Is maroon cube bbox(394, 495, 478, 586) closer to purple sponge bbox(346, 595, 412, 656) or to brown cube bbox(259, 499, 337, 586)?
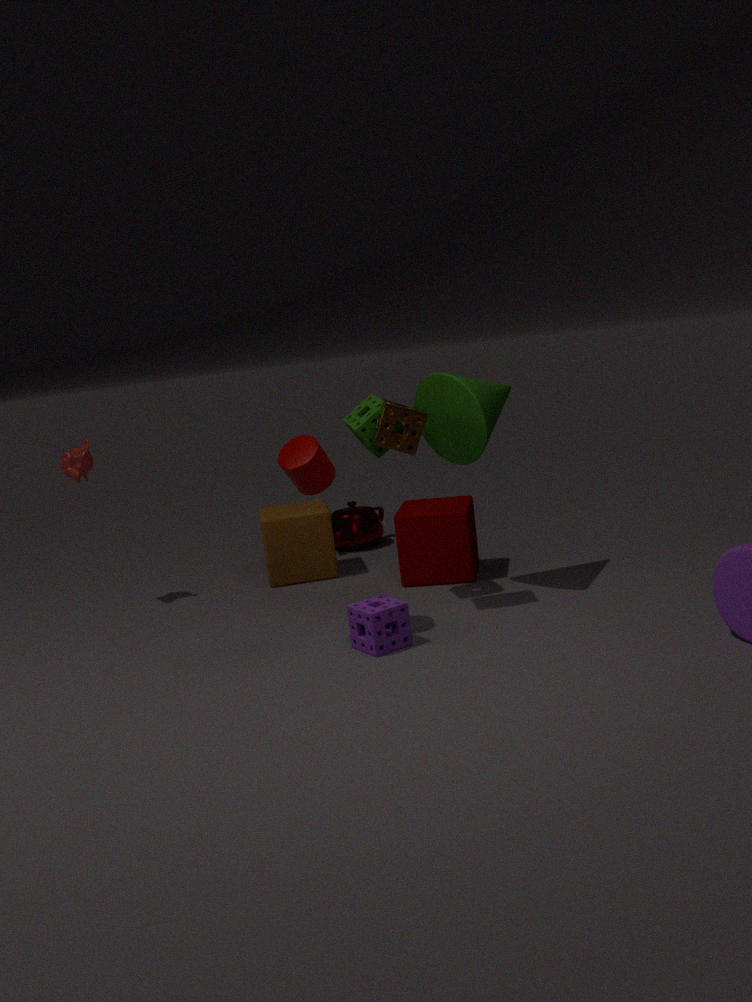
brown cube bbox(259, 499, 337, 586)
